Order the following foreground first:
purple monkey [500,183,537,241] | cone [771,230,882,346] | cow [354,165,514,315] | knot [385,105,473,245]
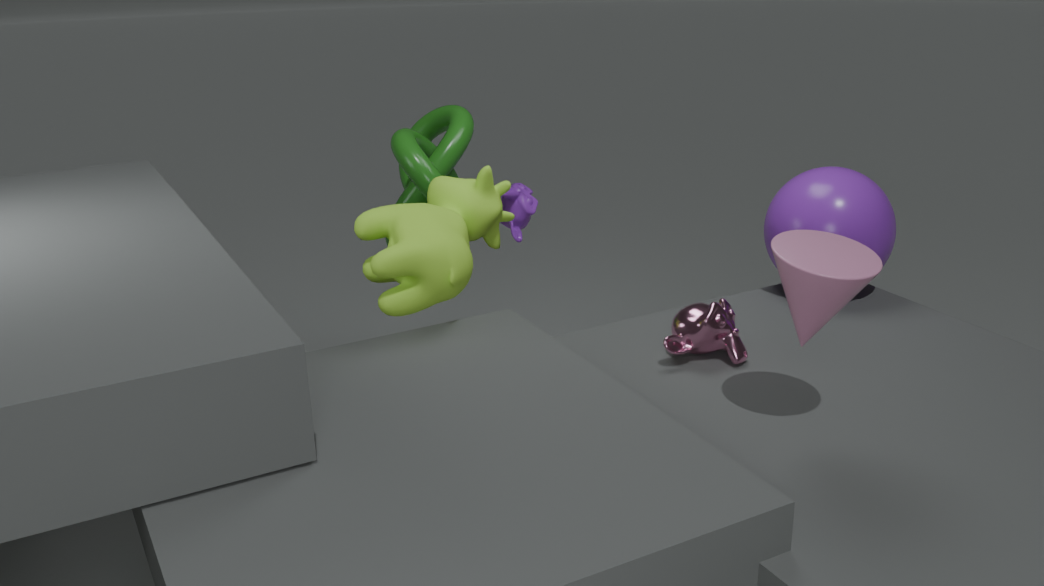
cone [771,230,882,346] → cow [354,165,514,315] → knot [385,105,473,245] → purple monkey [500,183,537,241]
